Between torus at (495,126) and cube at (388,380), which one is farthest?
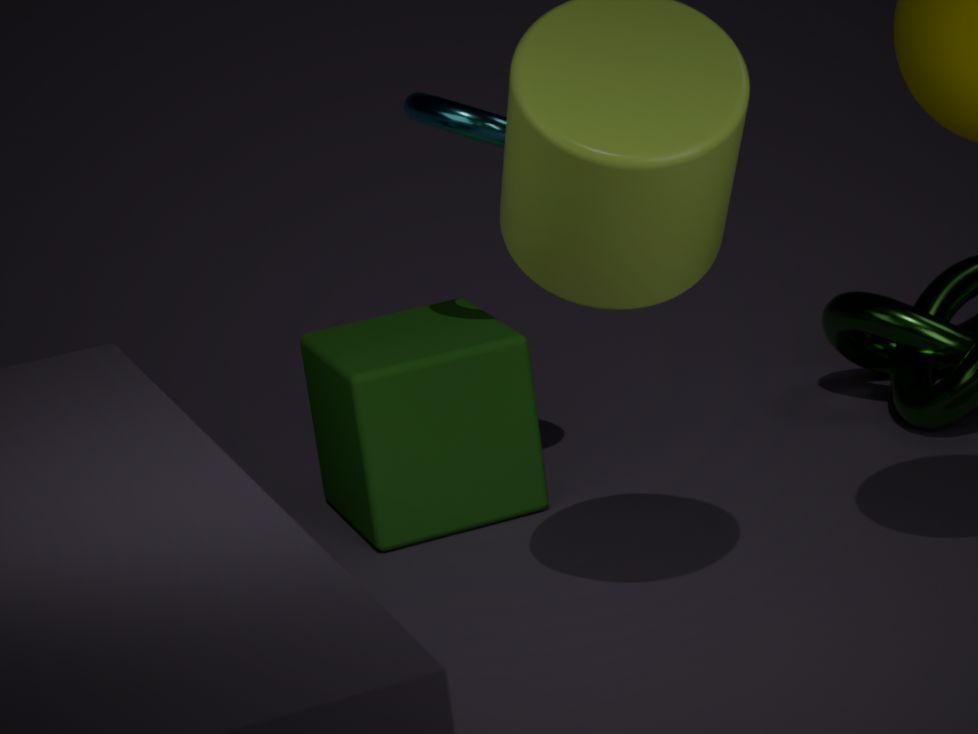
cube at (388,380)
